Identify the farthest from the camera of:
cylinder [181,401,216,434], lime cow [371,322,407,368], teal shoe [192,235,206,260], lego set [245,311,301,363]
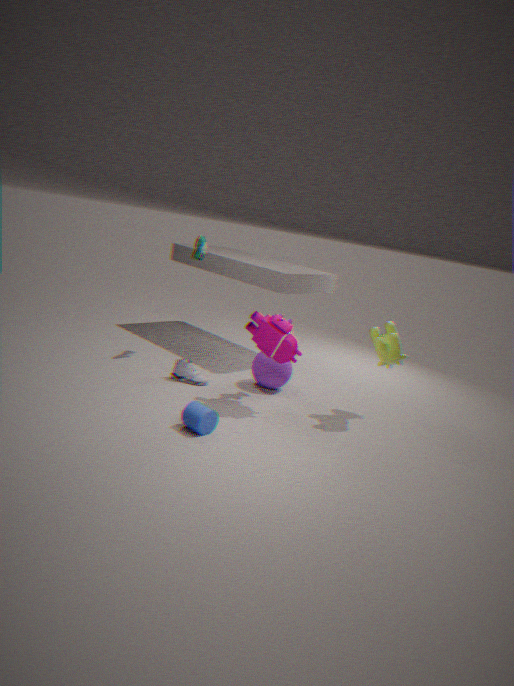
teal shoe [192,235,206,260]
